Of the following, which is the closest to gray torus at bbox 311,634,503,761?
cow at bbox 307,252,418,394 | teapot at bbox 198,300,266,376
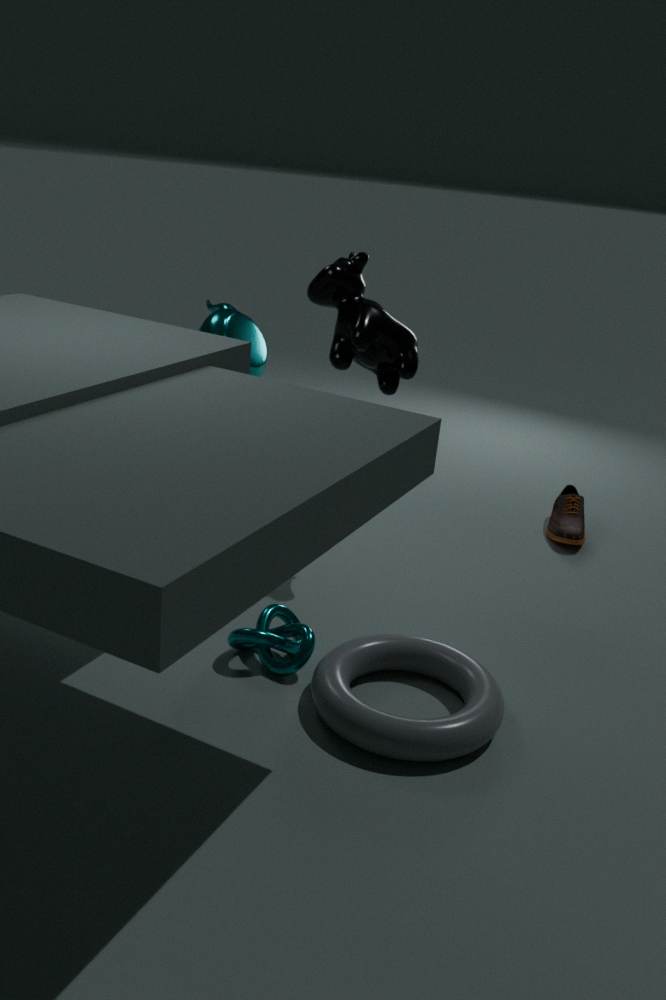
cow at bbox 307,252,418,394
